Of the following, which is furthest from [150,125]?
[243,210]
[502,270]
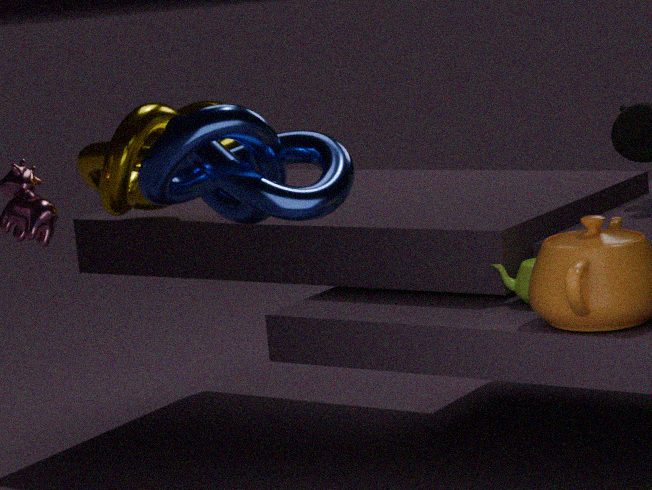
[502,270]
